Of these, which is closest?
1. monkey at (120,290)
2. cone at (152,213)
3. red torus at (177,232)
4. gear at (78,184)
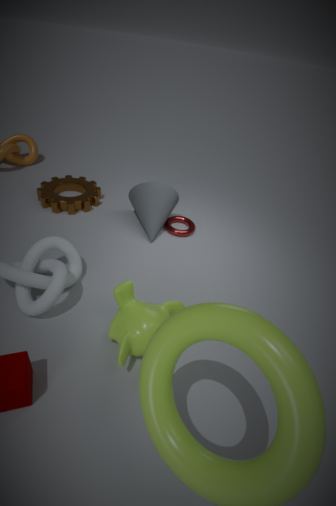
monkey at (120,290)
